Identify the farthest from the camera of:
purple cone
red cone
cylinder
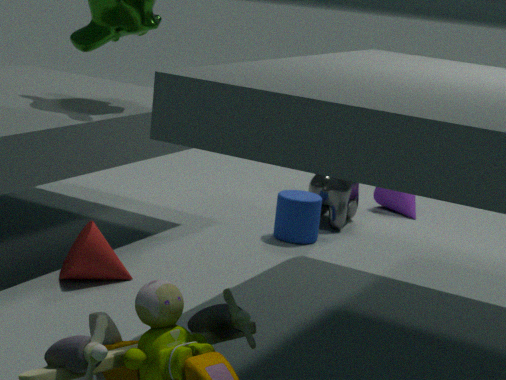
purple cone
